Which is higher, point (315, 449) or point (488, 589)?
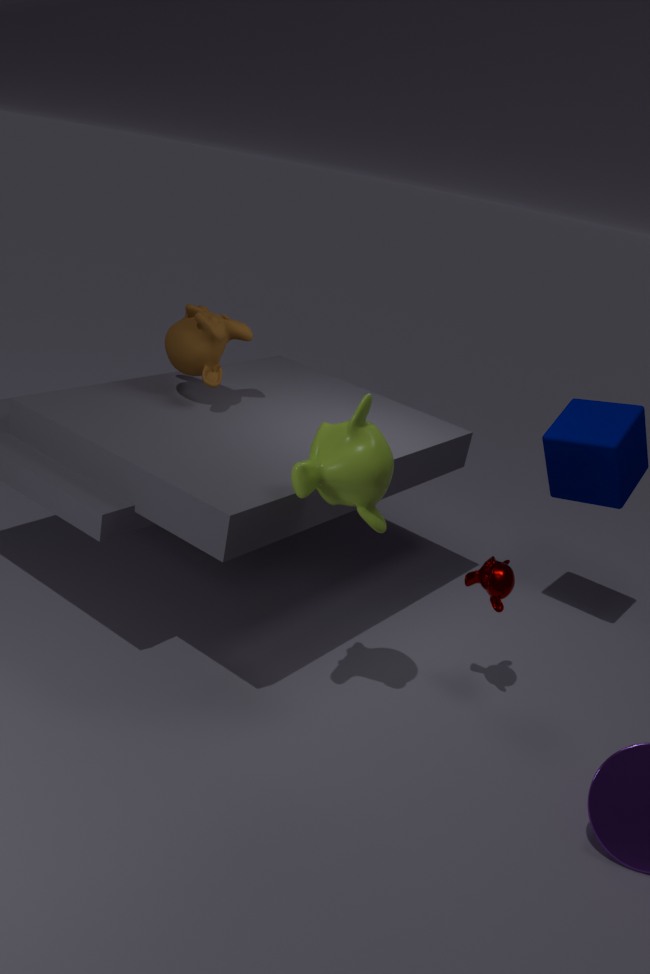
point (315, 449)
